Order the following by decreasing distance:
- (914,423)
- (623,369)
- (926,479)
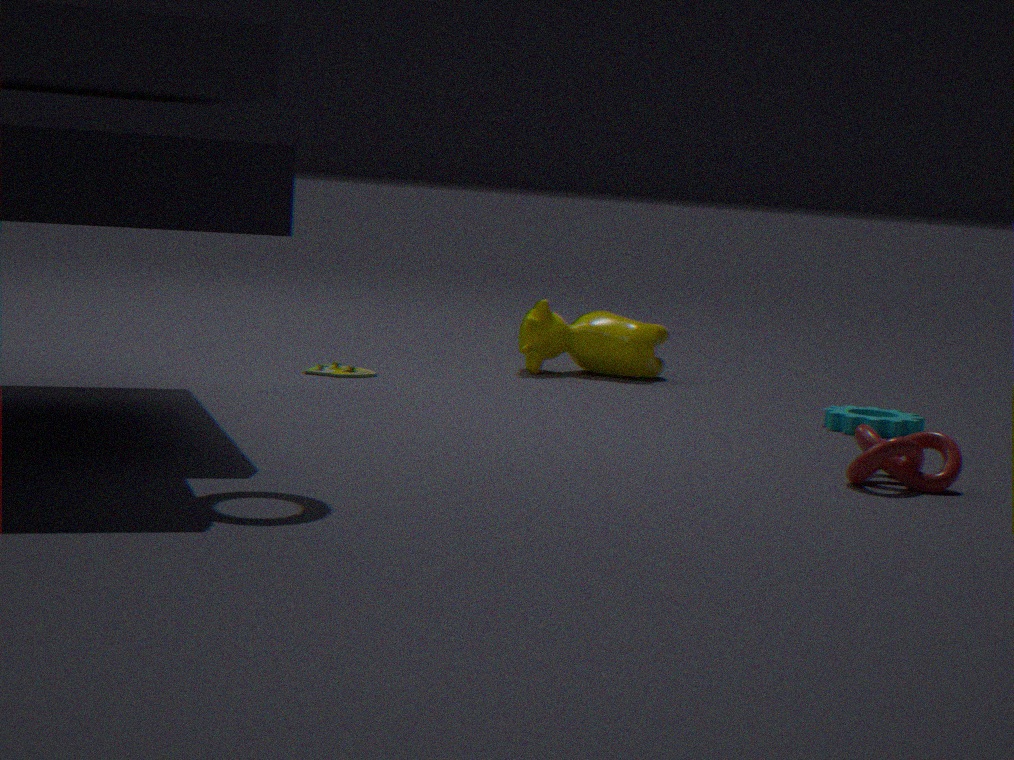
(623,369), (914,423), (926,479)
